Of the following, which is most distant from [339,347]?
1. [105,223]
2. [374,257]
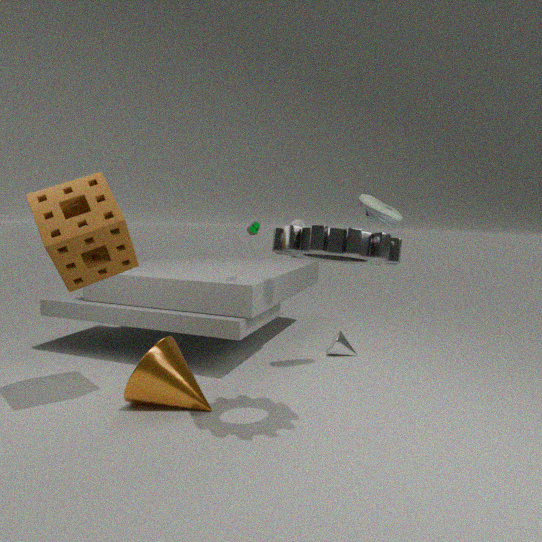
[105,223]
